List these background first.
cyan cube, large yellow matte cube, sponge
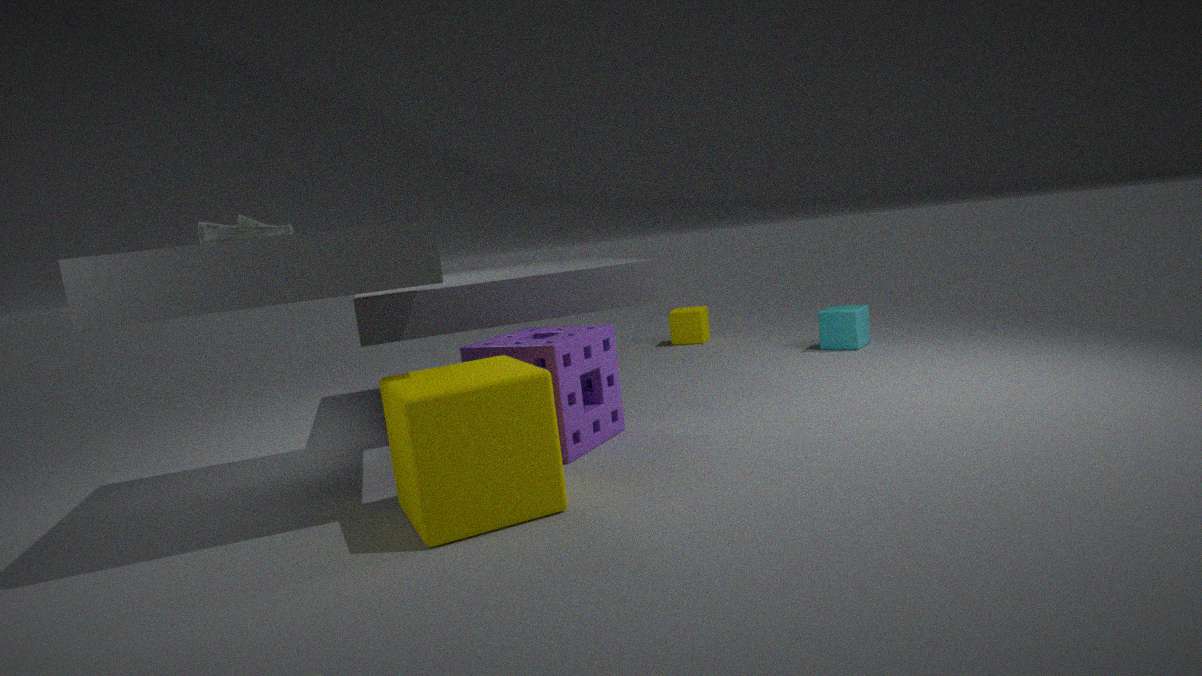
cyan cube → sponge → large yellow matte cube
